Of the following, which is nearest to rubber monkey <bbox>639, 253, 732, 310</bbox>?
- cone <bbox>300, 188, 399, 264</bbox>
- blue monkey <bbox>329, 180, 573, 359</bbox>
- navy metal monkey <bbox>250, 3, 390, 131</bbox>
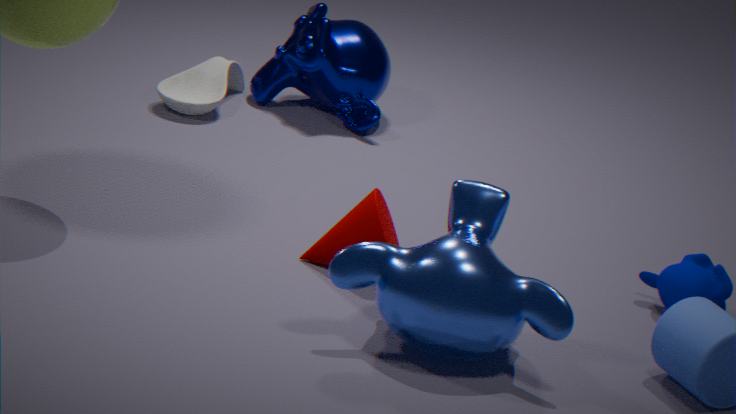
blue monkey <bbox>329, 180, 573, 359</bbox>
